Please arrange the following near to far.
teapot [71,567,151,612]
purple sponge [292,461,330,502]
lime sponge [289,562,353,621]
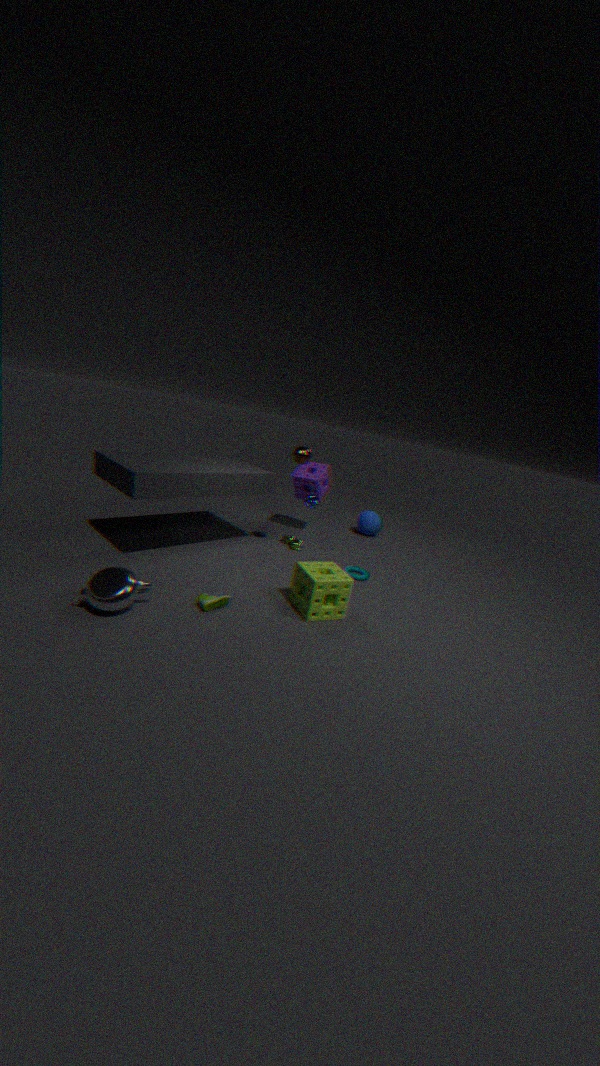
teapot [71,567,151,612], lime sponge [289,562,353,621], purple sponge [292,461,330,502]
